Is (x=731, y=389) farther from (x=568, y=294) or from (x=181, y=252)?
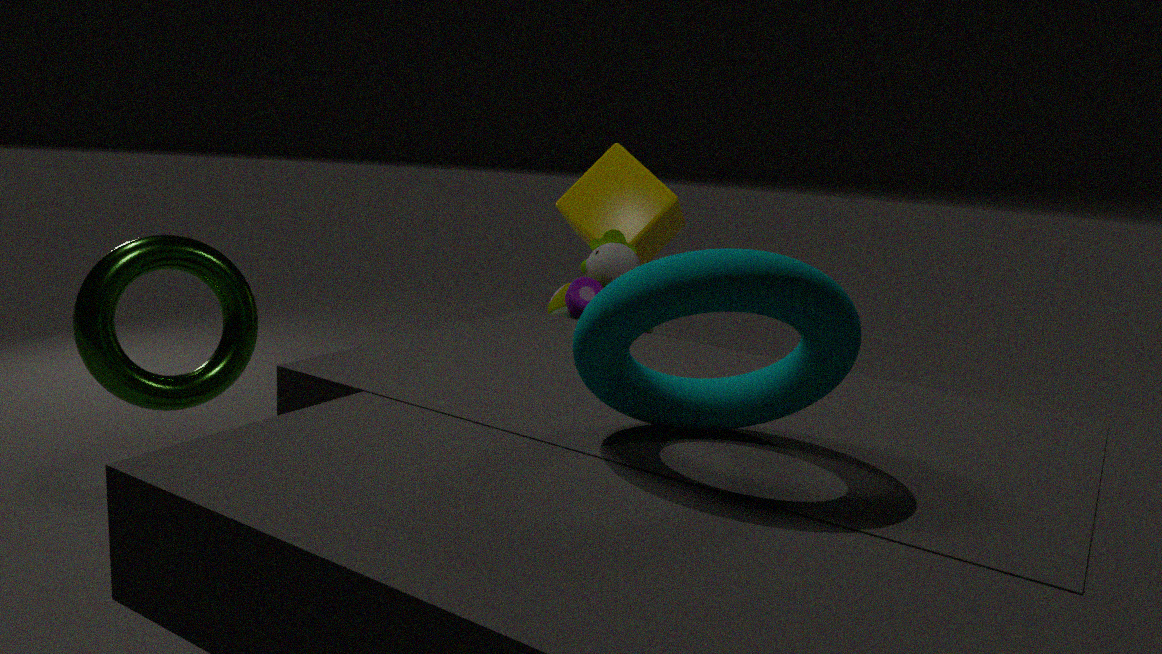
(x=181, y=252)
